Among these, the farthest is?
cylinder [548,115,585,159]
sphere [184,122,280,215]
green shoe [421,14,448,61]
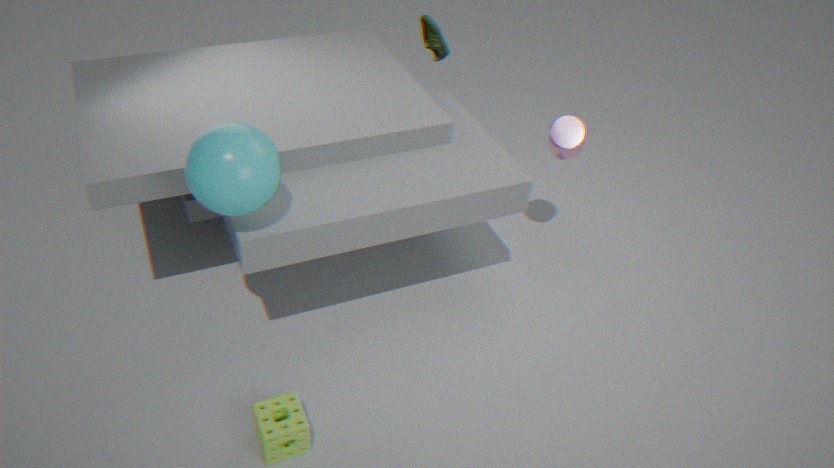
green shoe [421,14,448,61]
